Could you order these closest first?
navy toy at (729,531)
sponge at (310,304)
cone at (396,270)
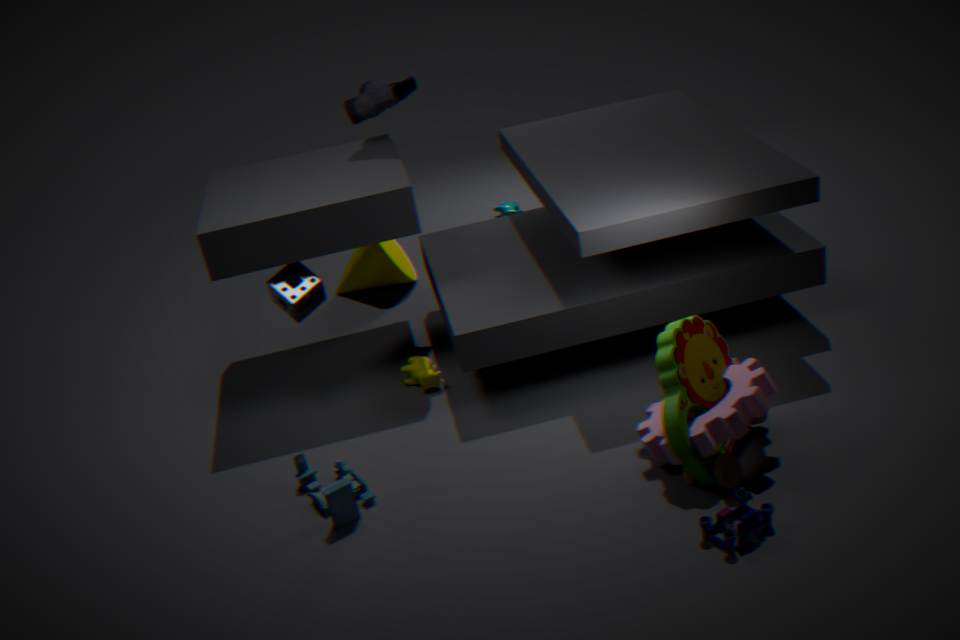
navy toy at (729,531)
sponge at (310,304)
cone at (396,270)
